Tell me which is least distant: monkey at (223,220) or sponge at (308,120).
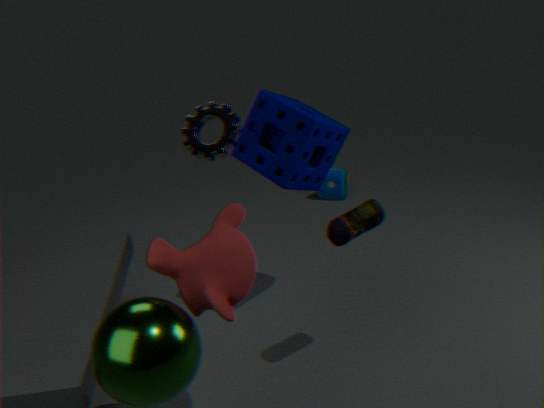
monkey at (223,220)
